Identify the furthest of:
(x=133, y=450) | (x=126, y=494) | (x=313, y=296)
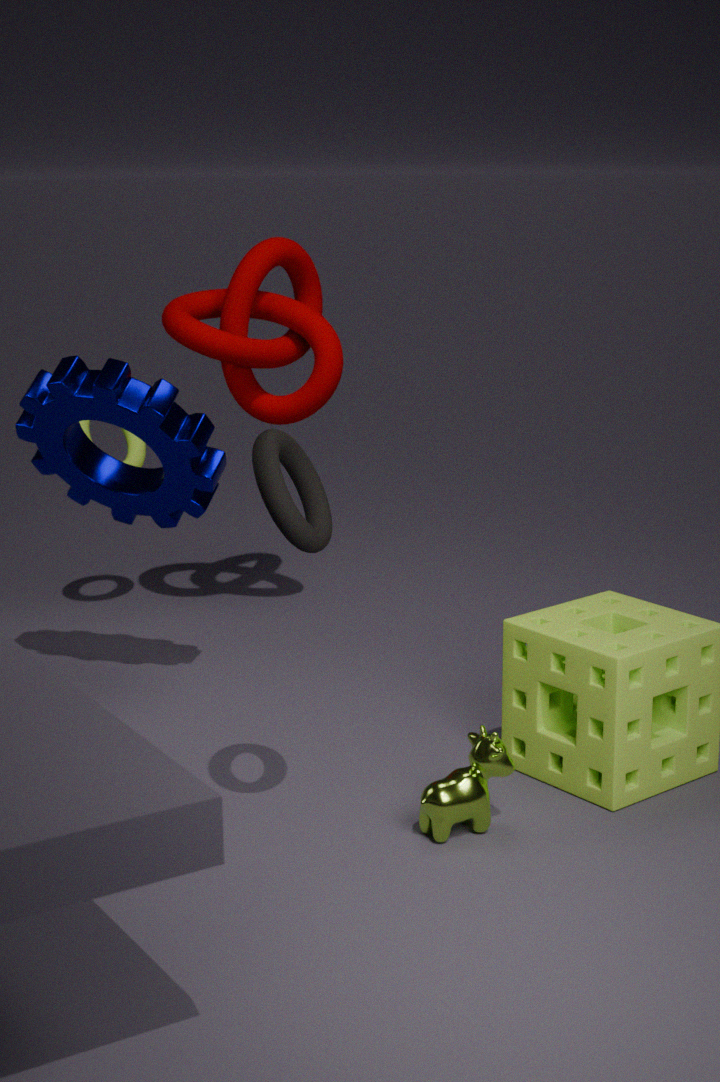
(x=133, y=450)
